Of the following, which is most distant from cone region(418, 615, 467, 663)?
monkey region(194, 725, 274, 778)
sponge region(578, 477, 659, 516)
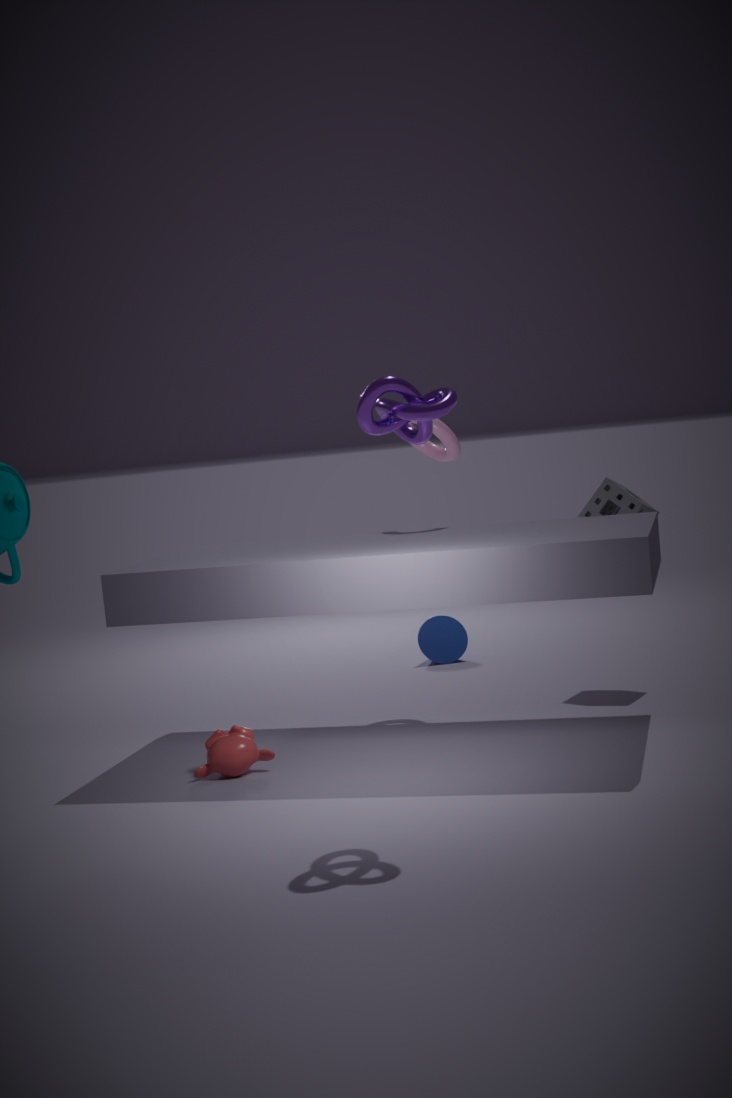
monkey region(194, 725, 274, 778)
